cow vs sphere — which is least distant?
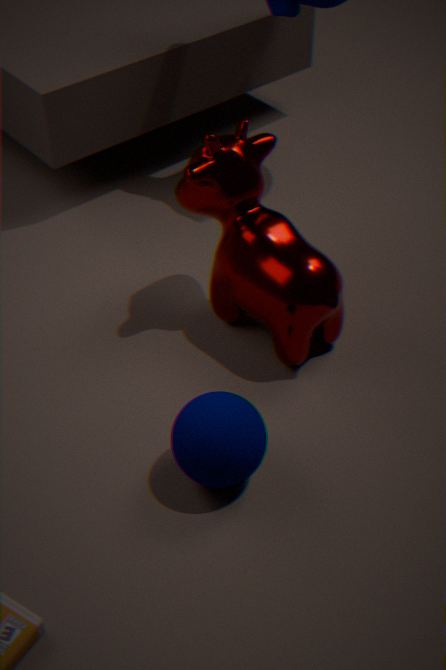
sphere
